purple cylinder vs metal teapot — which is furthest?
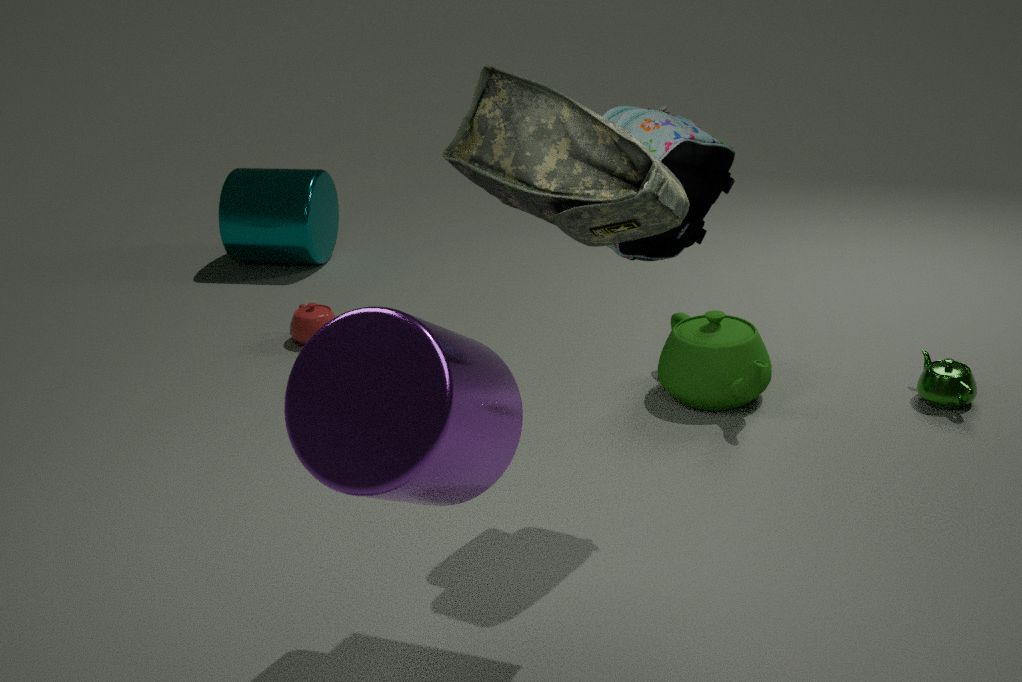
metal teapot
